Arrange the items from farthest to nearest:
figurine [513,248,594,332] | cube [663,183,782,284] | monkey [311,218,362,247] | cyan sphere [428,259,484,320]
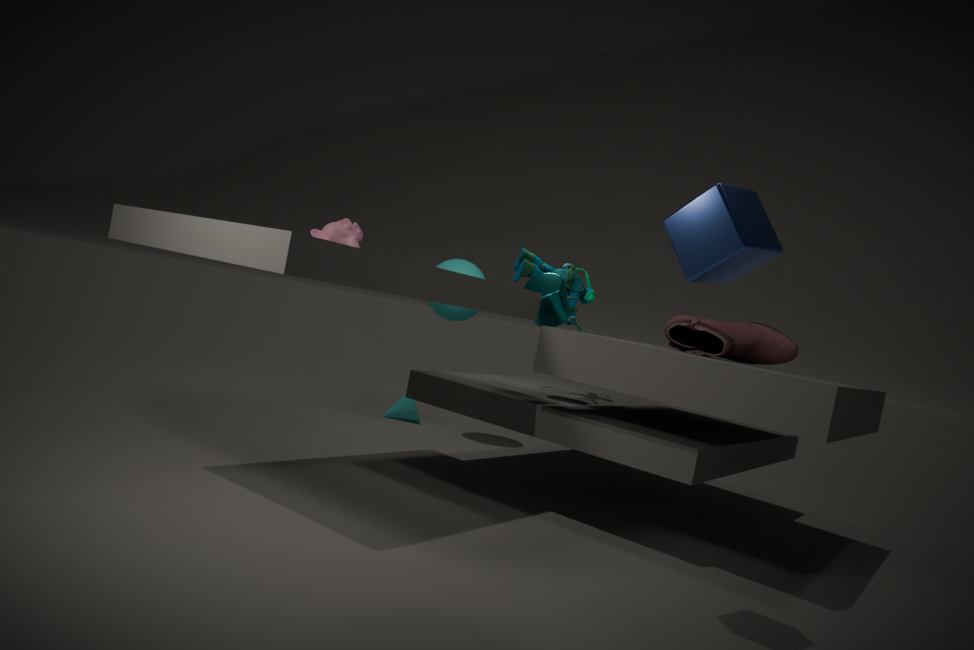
cyan sphere [428,259,484,320]
figurine [513,248,594,332]
monkey [311,218,362,247]
cube [663,183,782,284]
